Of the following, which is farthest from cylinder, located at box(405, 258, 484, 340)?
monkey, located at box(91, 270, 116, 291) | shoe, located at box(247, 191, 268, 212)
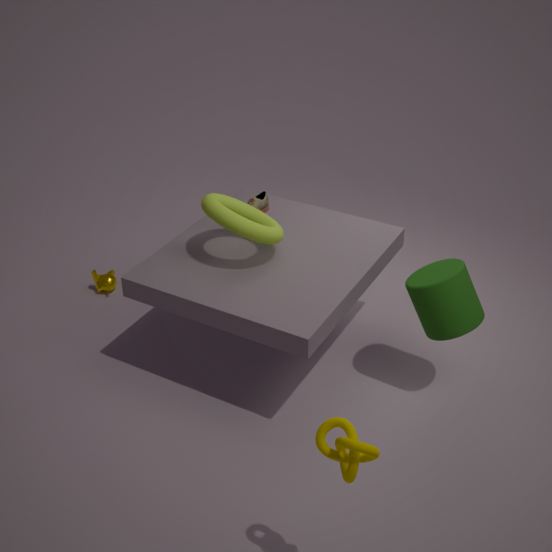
monkey, located at box(91, 270, 116, 291)
